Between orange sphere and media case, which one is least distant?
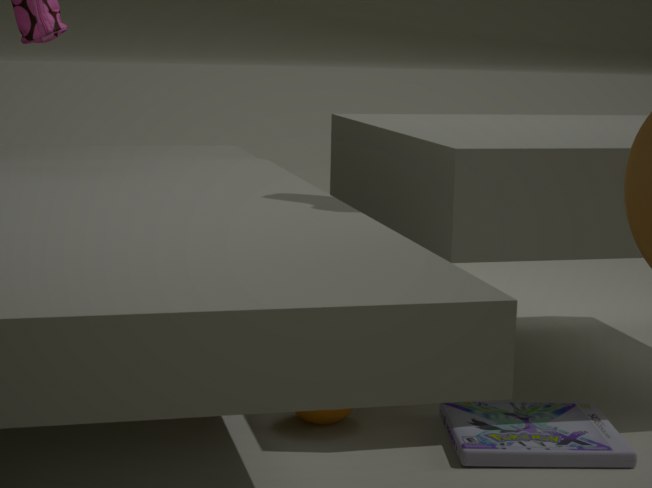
media case
